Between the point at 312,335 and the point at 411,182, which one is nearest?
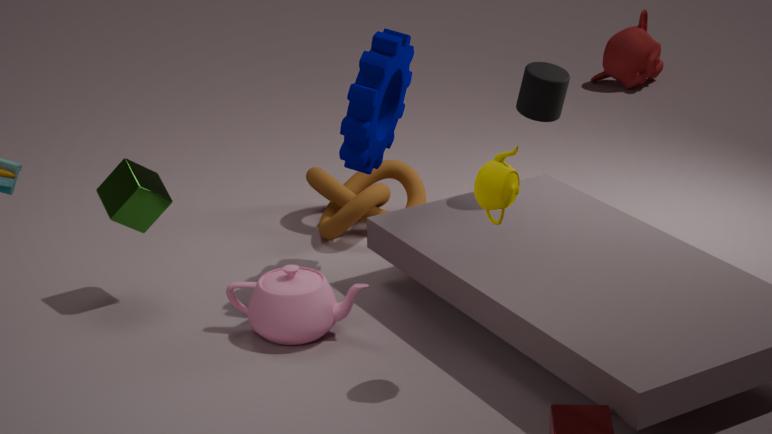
the point at 312,335
